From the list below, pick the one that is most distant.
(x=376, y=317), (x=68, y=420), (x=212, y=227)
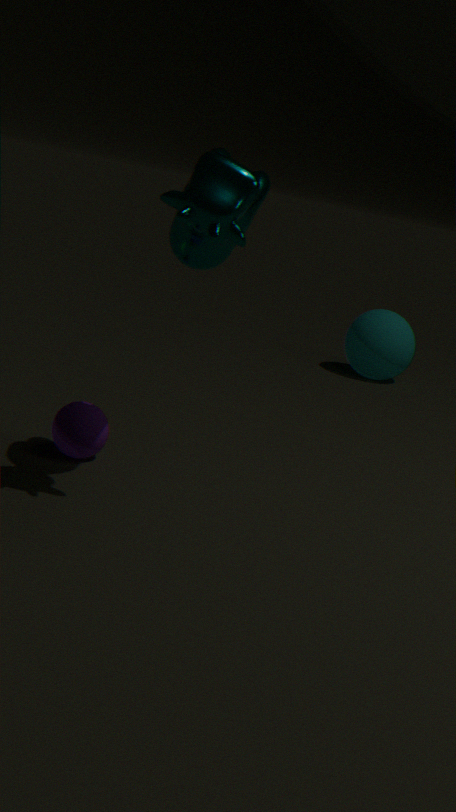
(x=376, y=317)
